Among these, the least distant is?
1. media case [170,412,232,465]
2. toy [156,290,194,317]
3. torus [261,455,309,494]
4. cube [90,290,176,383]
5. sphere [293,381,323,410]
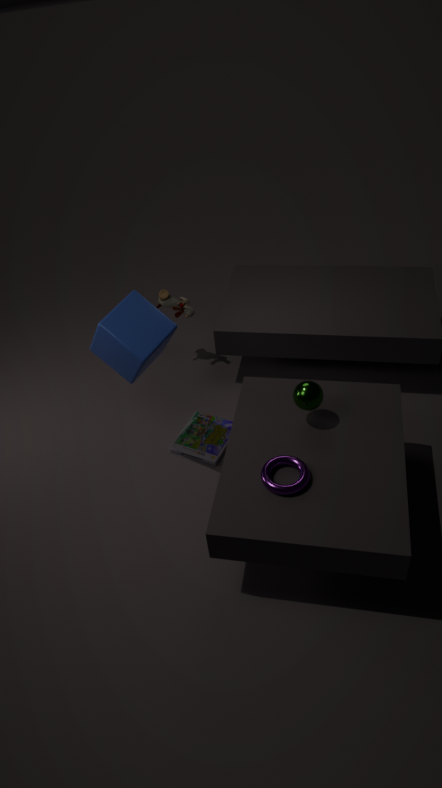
torus [261,455,309,494]
